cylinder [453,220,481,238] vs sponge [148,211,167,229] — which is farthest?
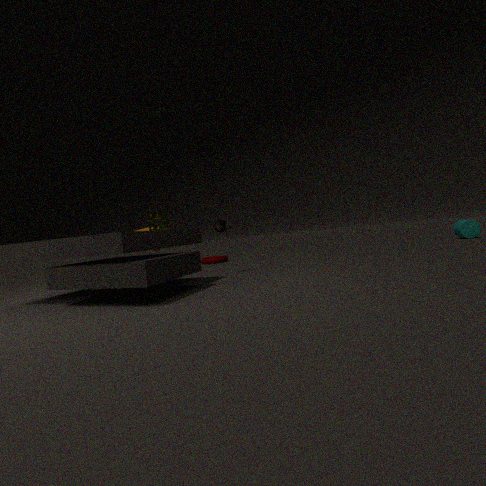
cylinder [453,220,481,238]
